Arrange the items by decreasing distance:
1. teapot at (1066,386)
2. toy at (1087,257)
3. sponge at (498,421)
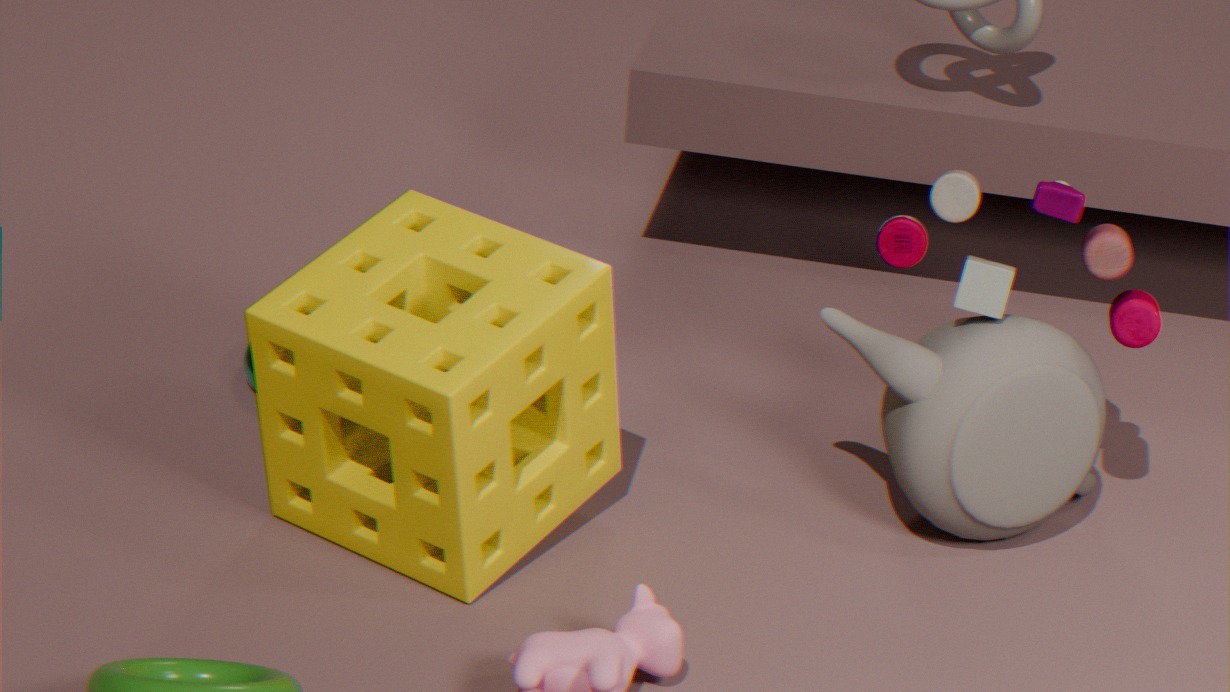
teapot at (1066,386) → toy at (1087,257) → sponge at (498,421)
